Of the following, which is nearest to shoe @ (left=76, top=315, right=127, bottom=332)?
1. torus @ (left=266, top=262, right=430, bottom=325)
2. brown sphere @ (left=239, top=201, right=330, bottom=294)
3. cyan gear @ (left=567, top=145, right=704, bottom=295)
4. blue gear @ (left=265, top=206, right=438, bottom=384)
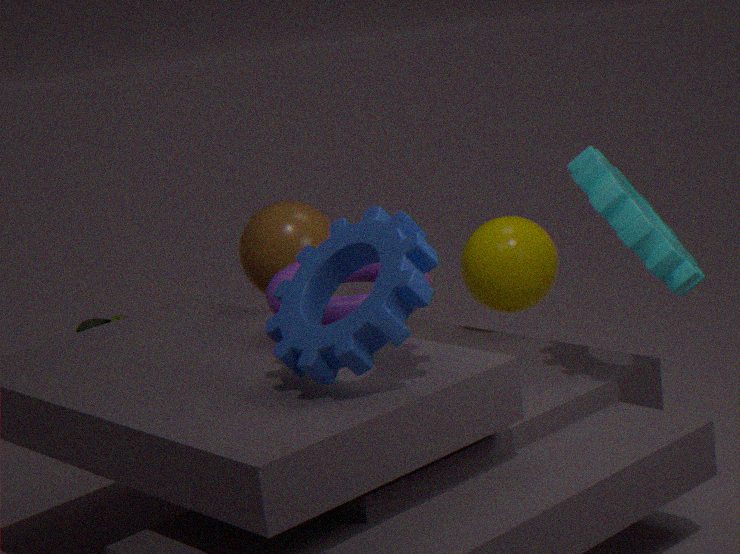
brown sphere @ (left=239, top=201, right=330, bottom=294)
